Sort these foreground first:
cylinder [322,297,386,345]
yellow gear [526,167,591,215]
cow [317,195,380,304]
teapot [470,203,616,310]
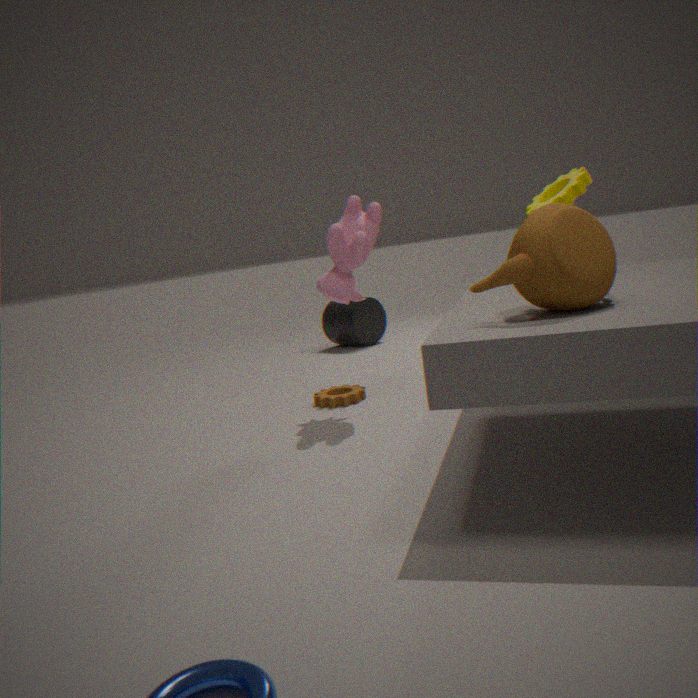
teapot [470,203,616,310]
yellow gear [526,167,591,215]
cow [317,195,380,304]
cylinder [322,297,386,345]
